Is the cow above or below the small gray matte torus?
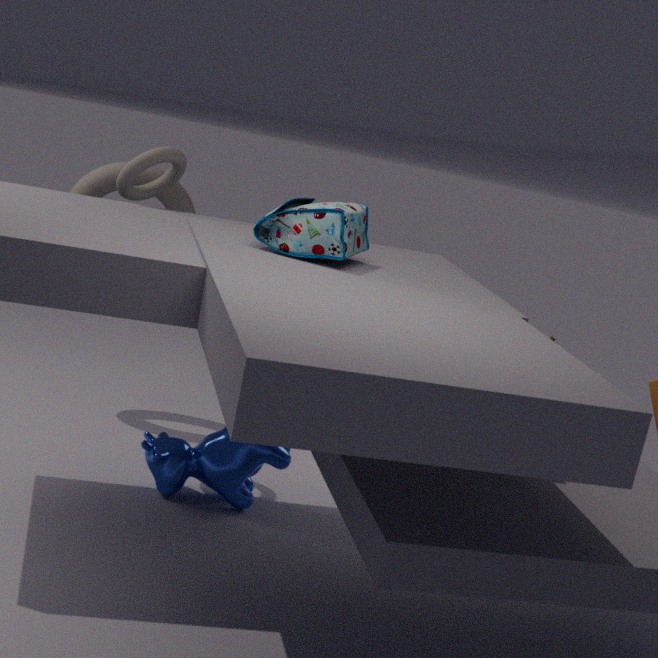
below
